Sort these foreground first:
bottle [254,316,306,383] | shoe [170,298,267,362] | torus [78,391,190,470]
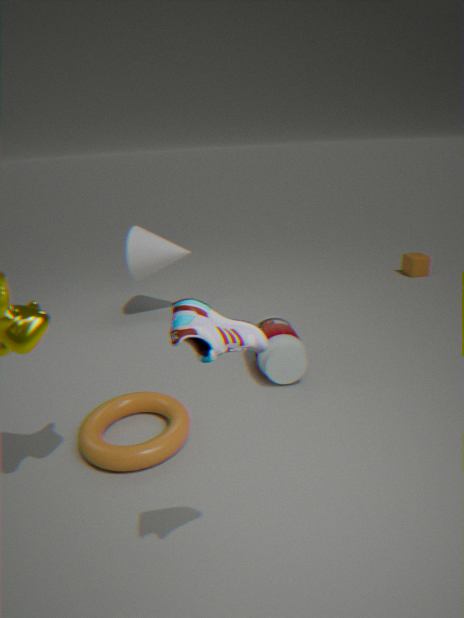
1. shoe [170,298,267,362]
2. torus [78,391,190,470]
3. bottle [254,316,306,383]
